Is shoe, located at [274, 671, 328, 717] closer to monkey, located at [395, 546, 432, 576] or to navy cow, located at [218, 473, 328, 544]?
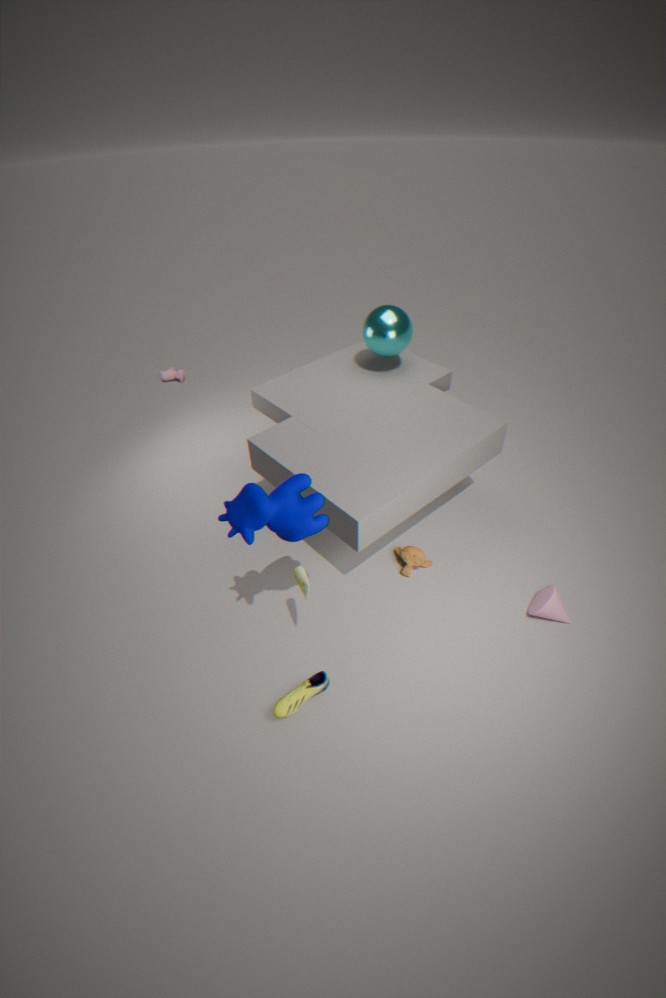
navy cow, located at [218, 473, 328, 544]
